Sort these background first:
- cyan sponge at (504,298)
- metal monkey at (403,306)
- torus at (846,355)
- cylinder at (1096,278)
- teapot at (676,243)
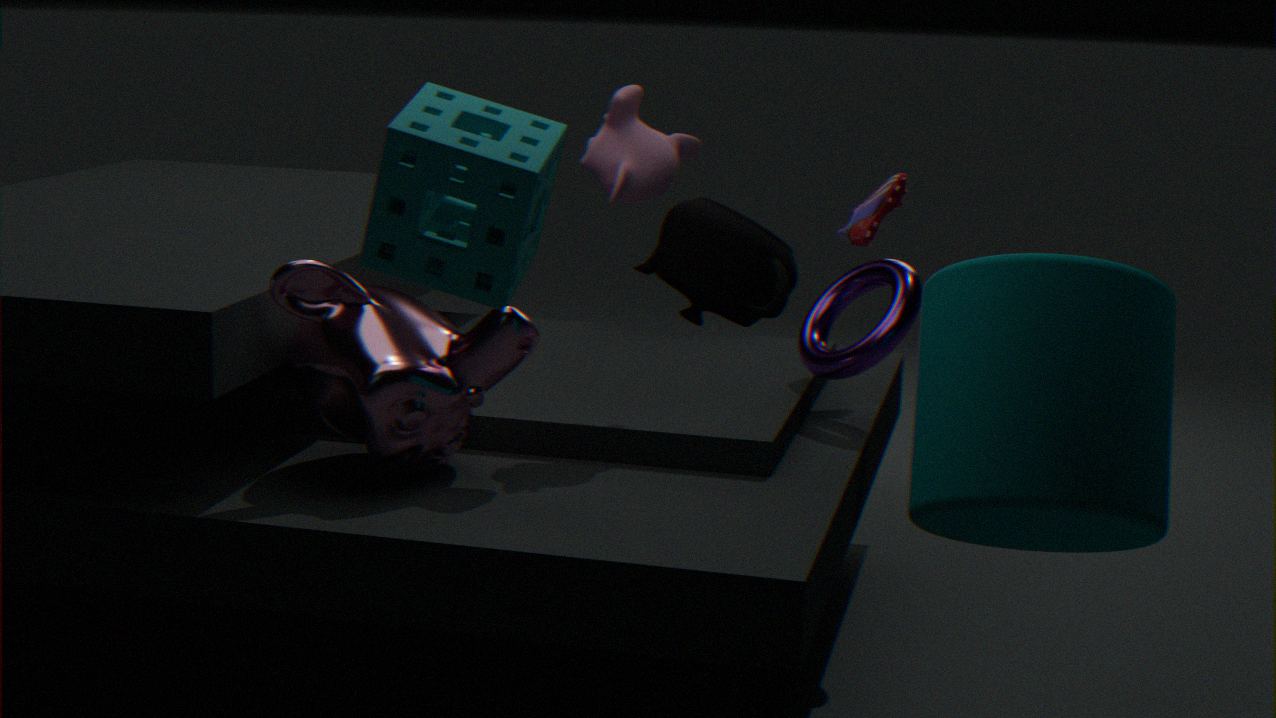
teapot at (676,243)
torus at (846,355)
metal monkey at (403,306)
cylinder at (1096,278)
cyan sponge at (504,298)
